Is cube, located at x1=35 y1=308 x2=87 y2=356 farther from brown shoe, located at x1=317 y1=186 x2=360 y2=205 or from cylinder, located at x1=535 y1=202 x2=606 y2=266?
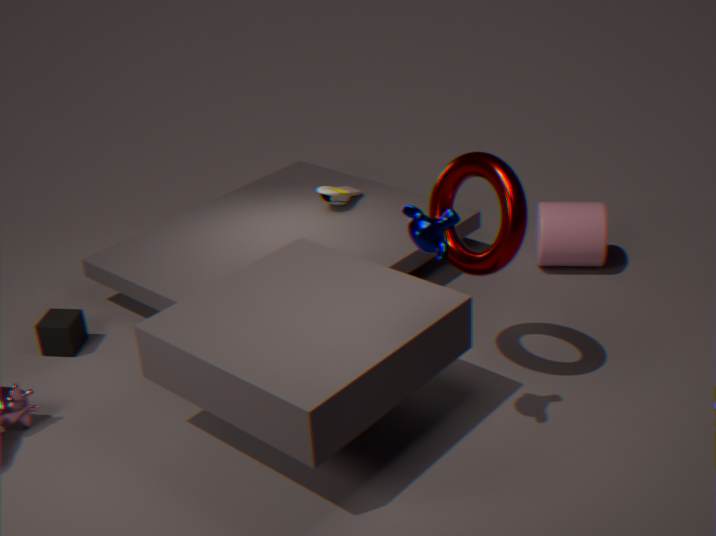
cylinder, located at x1=535 y1=202 x2=606 y2=266
